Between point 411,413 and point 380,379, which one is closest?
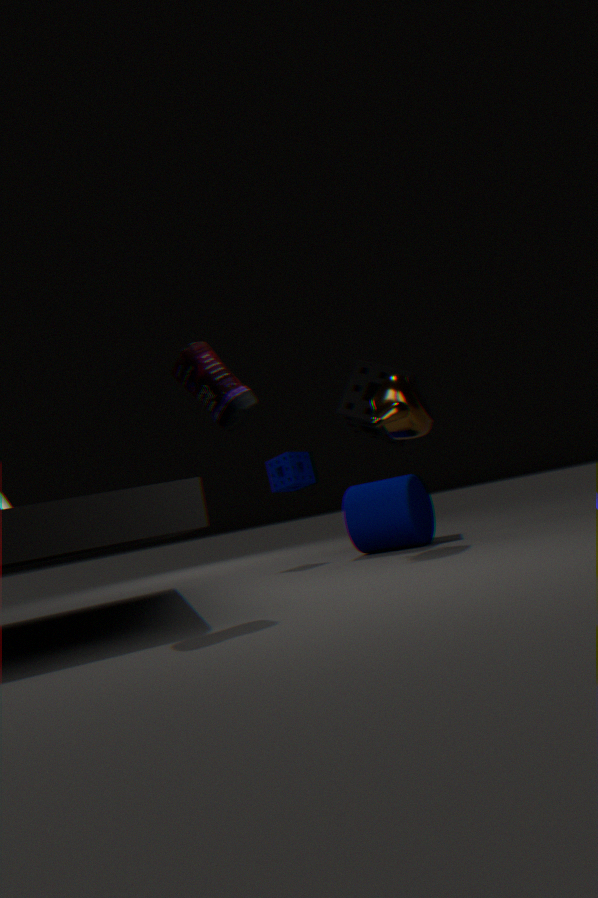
point 411,413
